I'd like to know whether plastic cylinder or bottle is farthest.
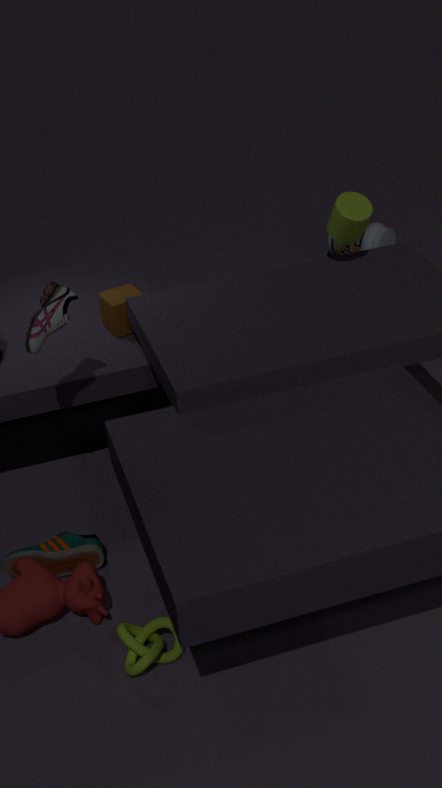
bottle
